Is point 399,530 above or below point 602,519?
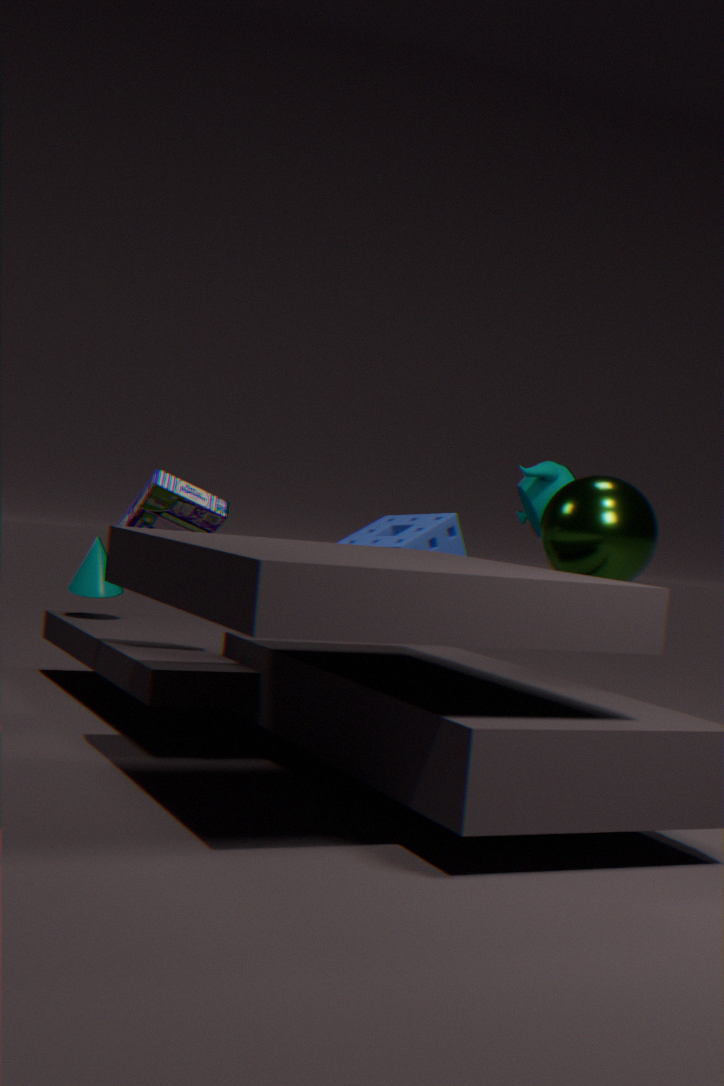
below
